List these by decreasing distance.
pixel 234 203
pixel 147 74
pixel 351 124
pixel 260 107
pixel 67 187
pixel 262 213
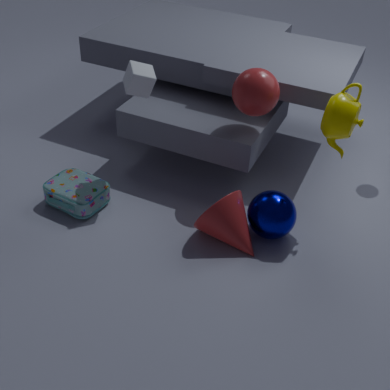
1. pixel 67 187
2. pixel 260 107
3. pixel 147 74
4. pixel 262 213
5. pixel 234 203
6. pixel 351 124
